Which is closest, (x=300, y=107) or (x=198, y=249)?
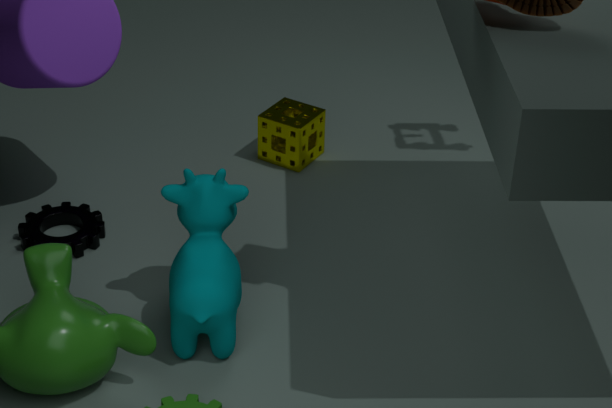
(x=198, y=249)
